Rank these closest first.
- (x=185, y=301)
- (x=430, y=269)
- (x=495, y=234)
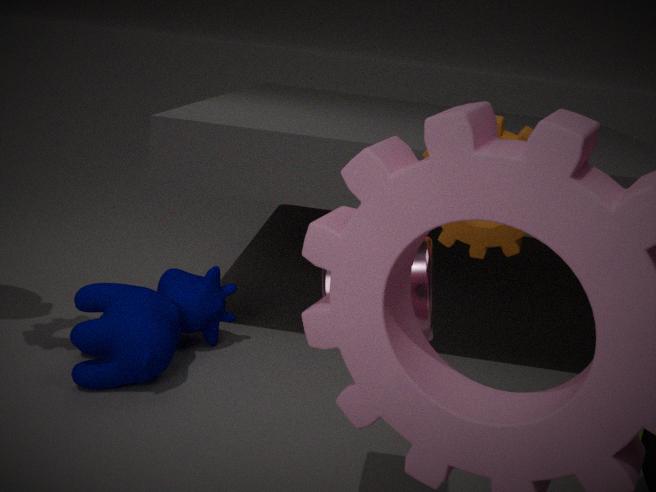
(x=430, y=269) < (x=495, y=234) < (x=185, y=301)
